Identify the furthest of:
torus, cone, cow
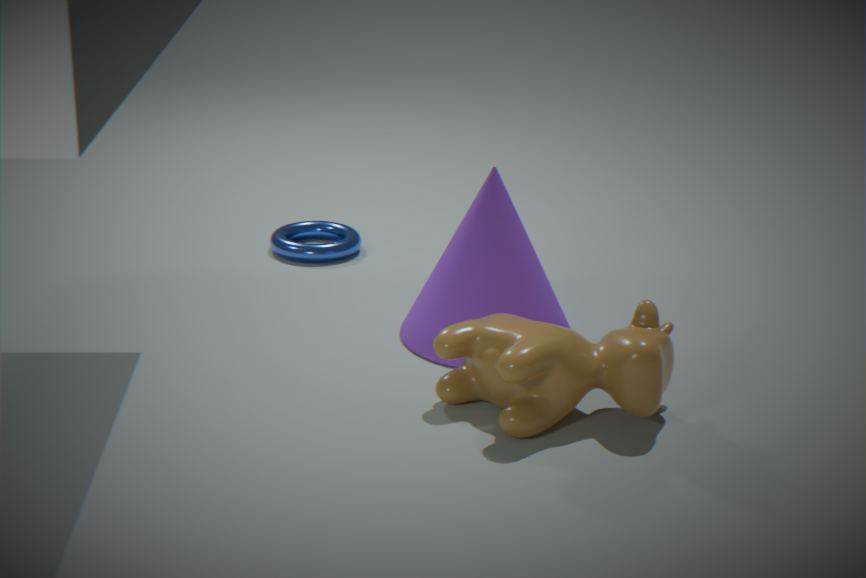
torus
